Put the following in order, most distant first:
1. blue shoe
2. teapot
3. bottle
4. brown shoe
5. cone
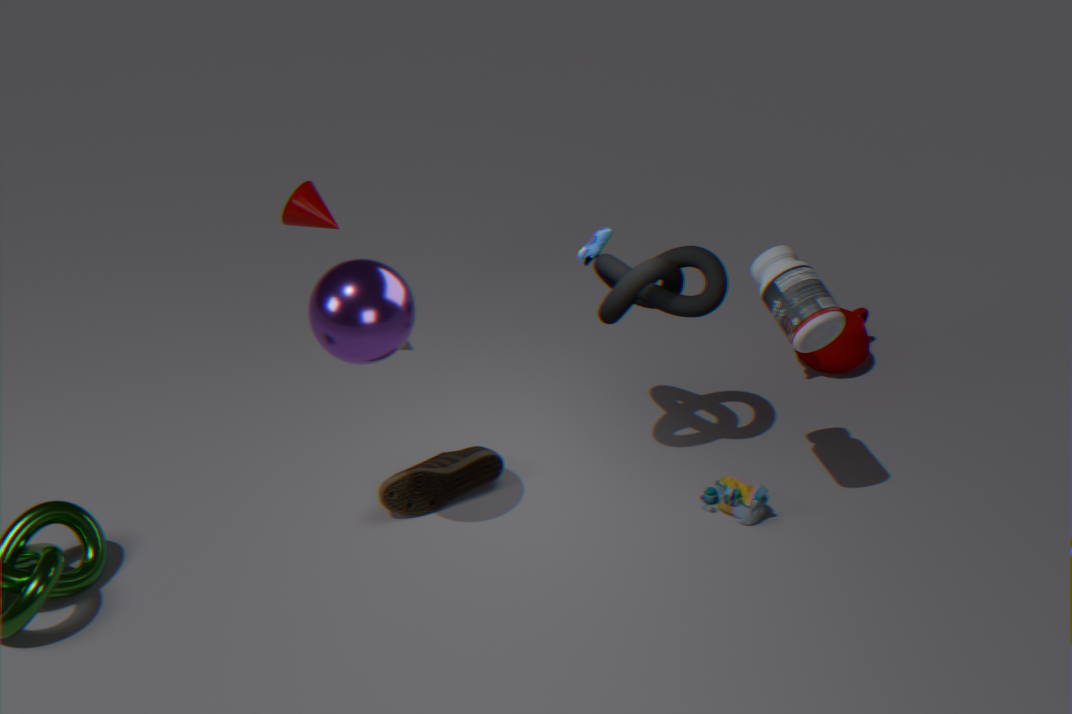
teapot
cone
brown shoe
blue shoe
bottle
